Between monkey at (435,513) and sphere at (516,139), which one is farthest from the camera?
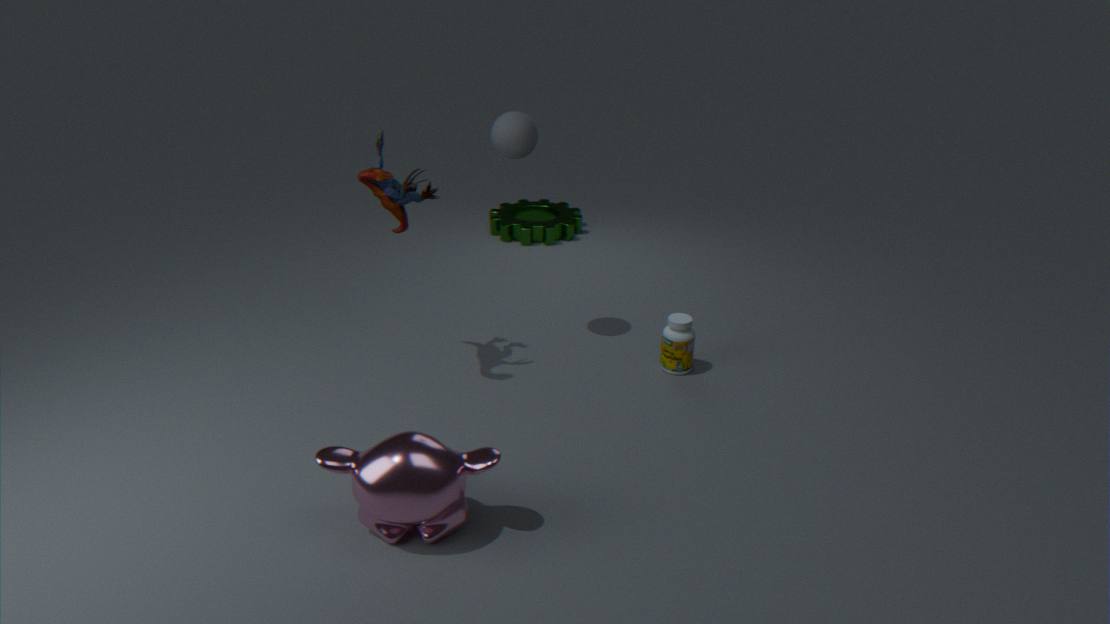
sphere at (516,139)
